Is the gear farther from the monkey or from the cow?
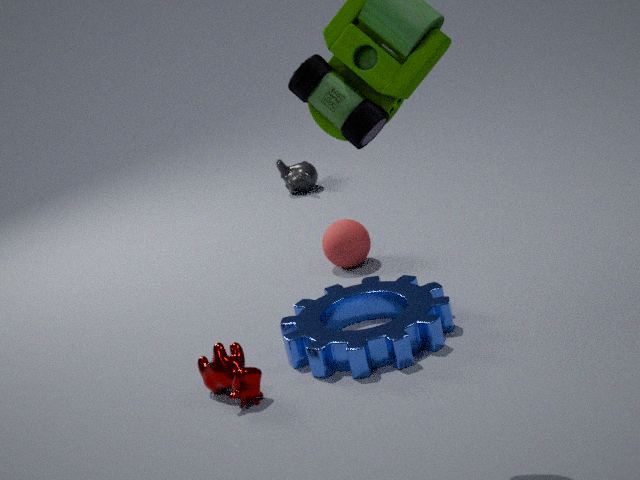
the monkey
